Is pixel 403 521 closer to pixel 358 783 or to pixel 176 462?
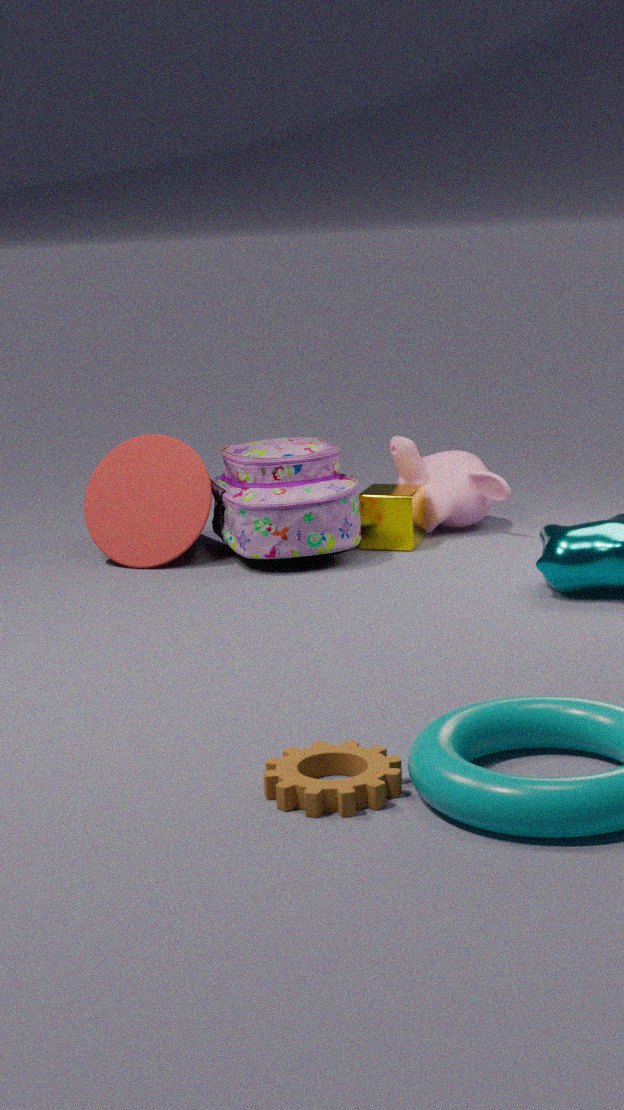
pixel 176 462
